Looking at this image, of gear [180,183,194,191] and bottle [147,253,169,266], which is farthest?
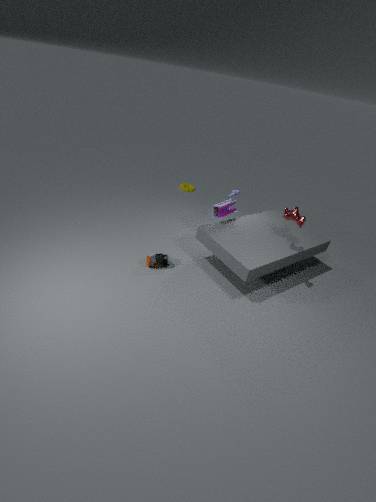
gear [180,183,194,191]
